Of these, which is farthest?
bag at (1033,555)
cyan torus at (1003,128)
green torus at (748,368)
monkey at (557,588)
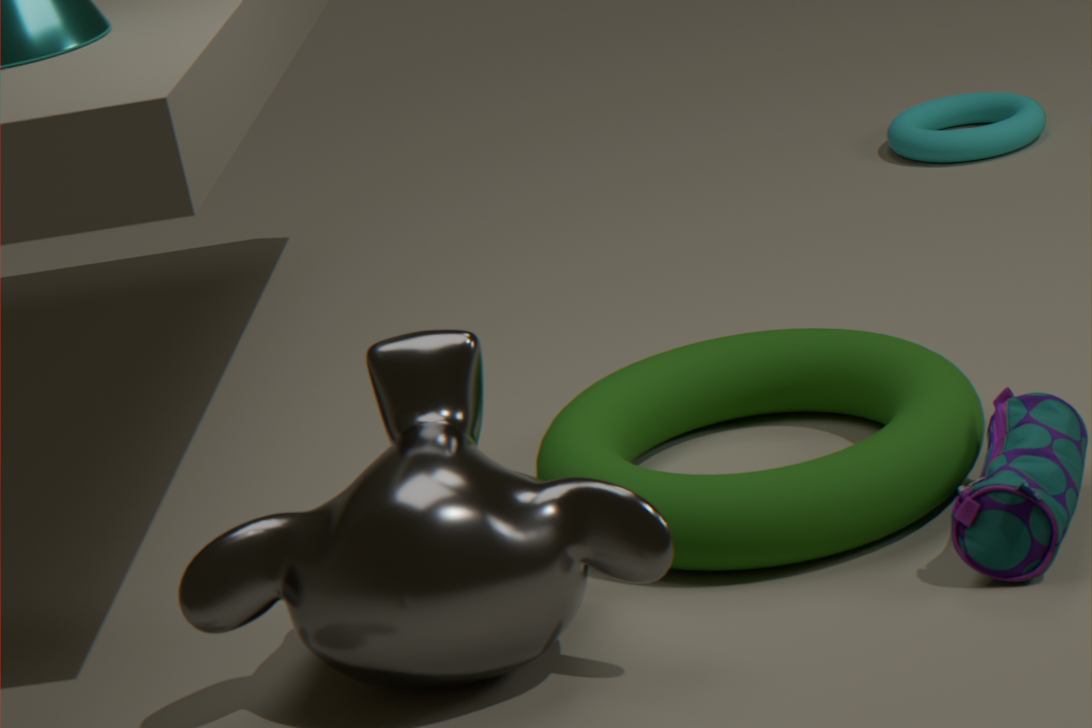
cyan torus at (1003,128)
